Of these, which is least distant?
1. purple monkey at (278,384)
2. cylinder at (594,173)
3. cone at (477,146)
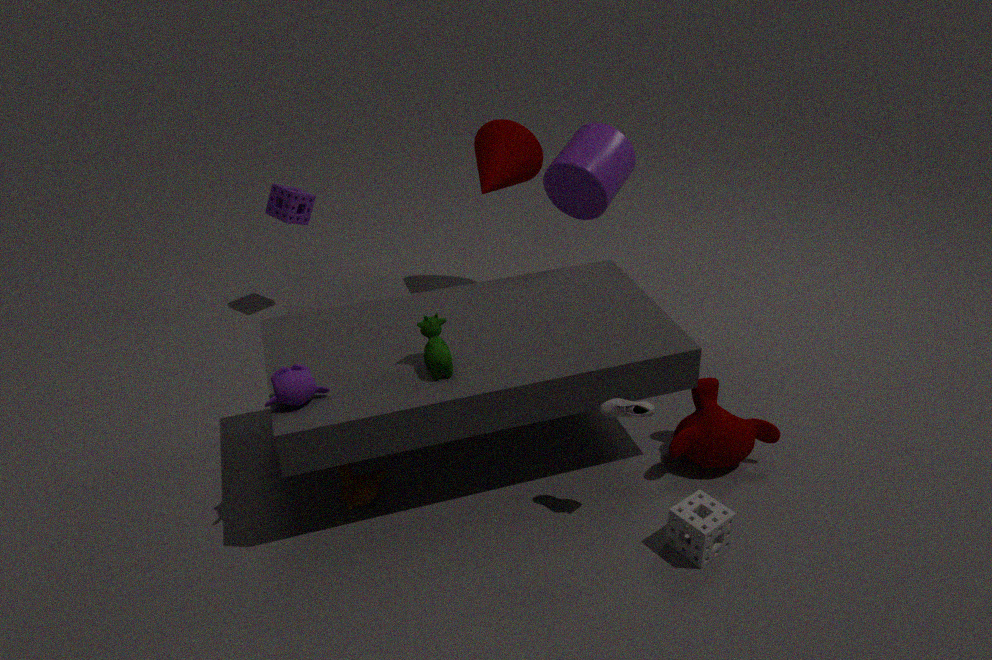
purple monkey at (278,384)
